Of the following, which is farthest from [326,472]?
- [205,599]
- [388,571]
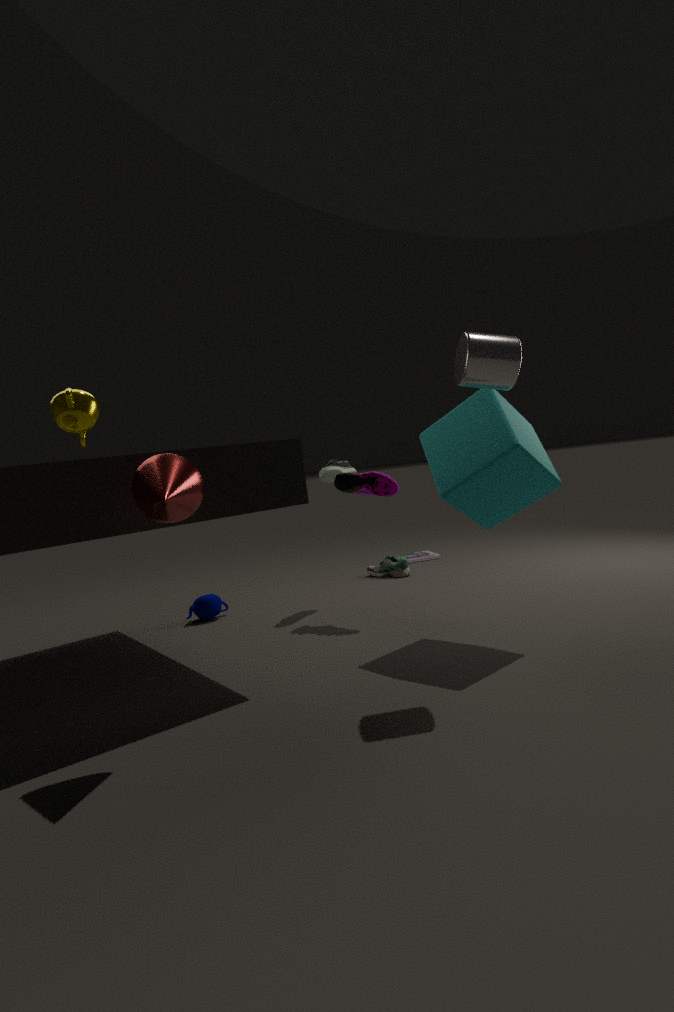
[205,599]
